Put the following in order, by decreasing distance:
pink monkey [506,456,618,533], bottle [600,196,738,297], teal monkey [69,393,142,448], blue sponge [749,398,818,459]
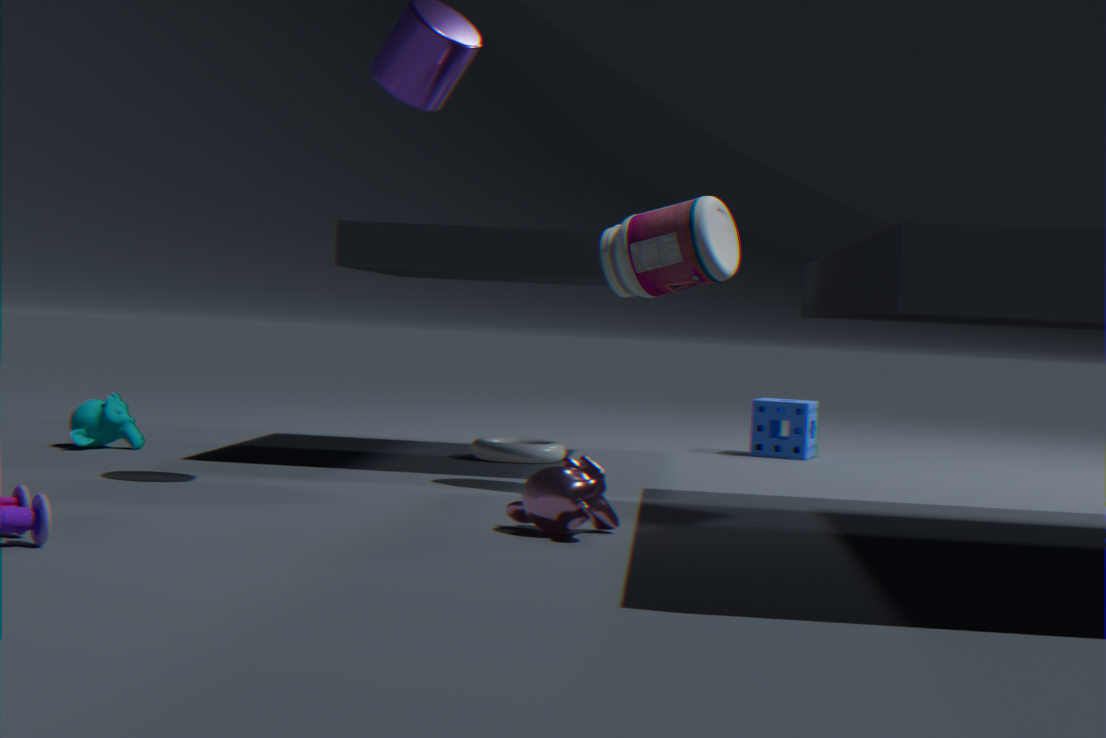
blue sponge [749,398,818,459]
teal monkey [69,393,142,448]
bottle [600,196,738,297]
pink monkey [506,456,618,533]
